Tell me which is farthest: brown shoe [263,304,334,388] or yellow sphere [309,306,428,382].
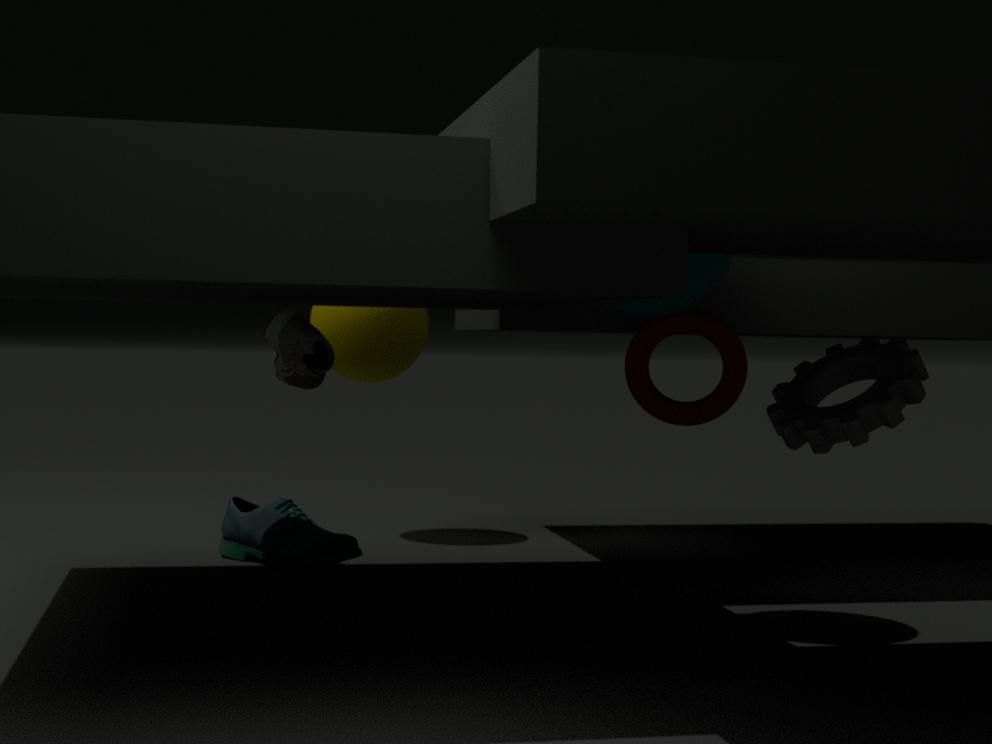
yellow sphere [309,306,428,382]
